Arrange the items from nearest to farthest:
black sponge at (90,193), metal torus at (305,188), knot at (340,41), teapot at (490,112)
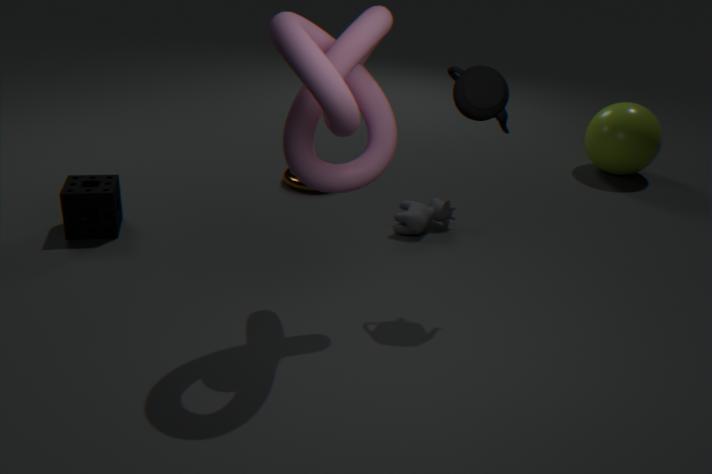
knot at (340,41), teapot at (490,112), black sponge at (90,193), metal torus at (305,188)
